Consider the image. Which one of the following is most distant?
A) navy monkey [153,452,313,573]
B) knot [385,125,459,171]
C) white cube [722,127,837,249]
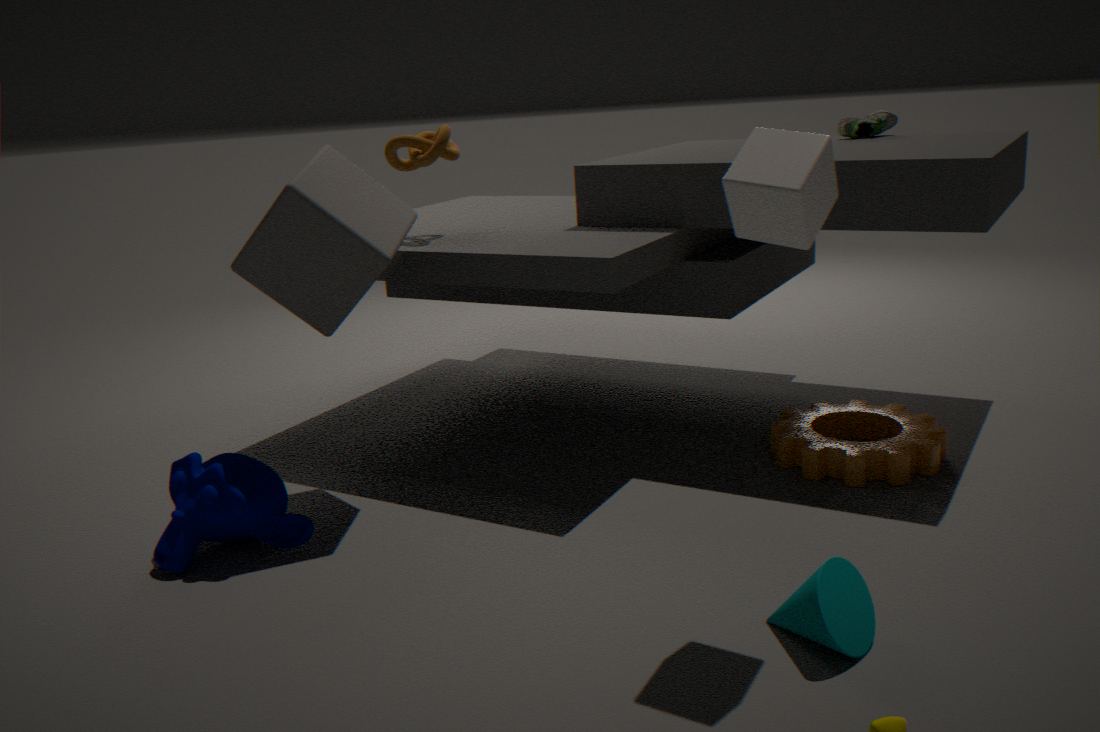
knot [385,125,459,171]
